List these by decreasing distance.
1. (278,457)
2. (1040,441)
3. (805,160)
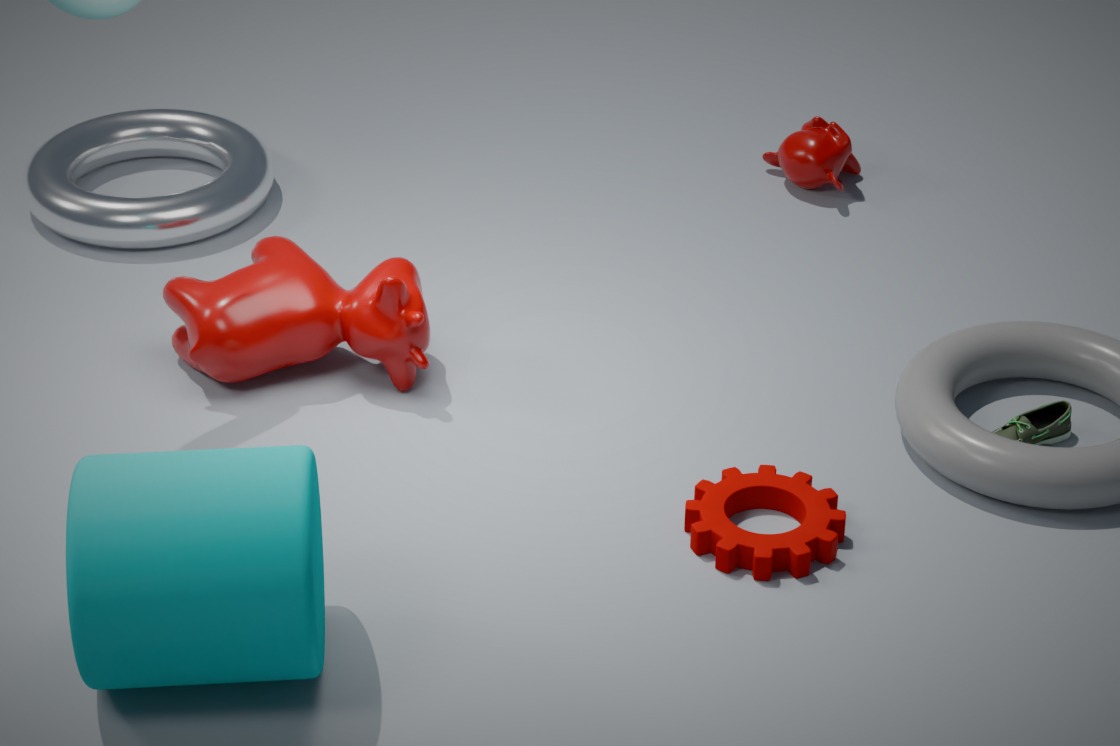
(805,160) → (1040,441) → (278,457)
